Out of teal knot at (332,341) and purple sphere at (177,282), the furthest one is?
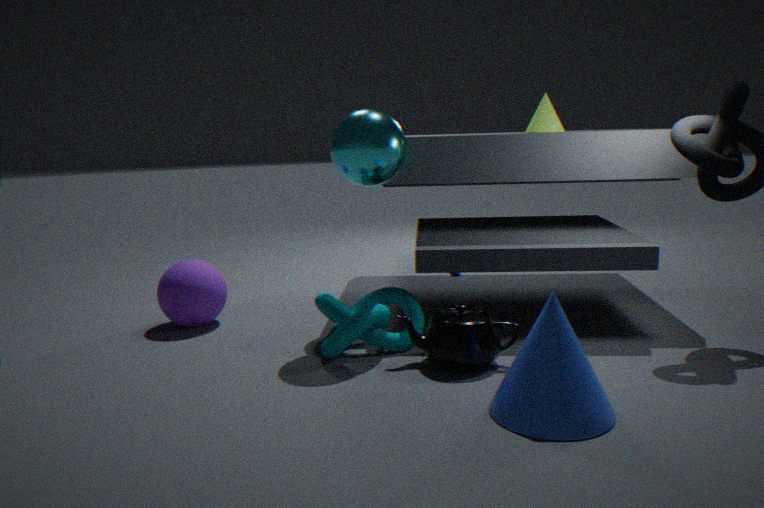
purple sphere at (177,282)
